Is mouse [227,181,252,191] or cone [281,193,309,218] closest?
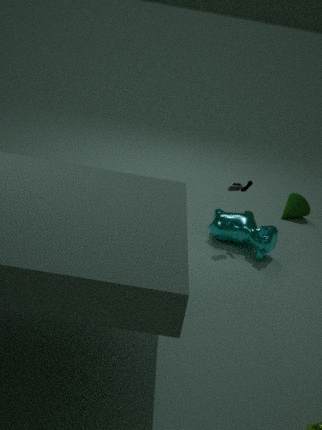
mouse [227,181,252,191]
